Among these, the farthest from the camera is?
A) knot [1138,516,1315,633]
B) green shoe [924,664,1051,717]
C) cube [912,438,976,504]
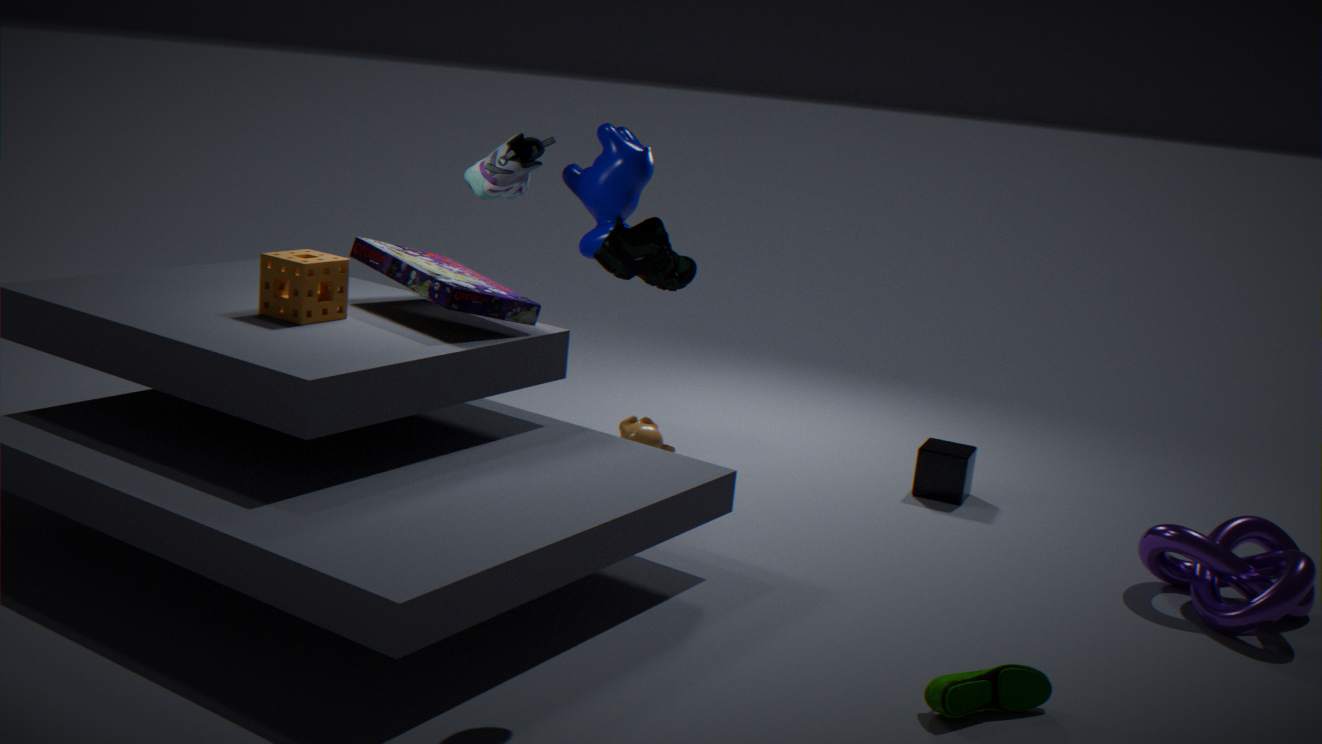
cube [912,438,976,504]
